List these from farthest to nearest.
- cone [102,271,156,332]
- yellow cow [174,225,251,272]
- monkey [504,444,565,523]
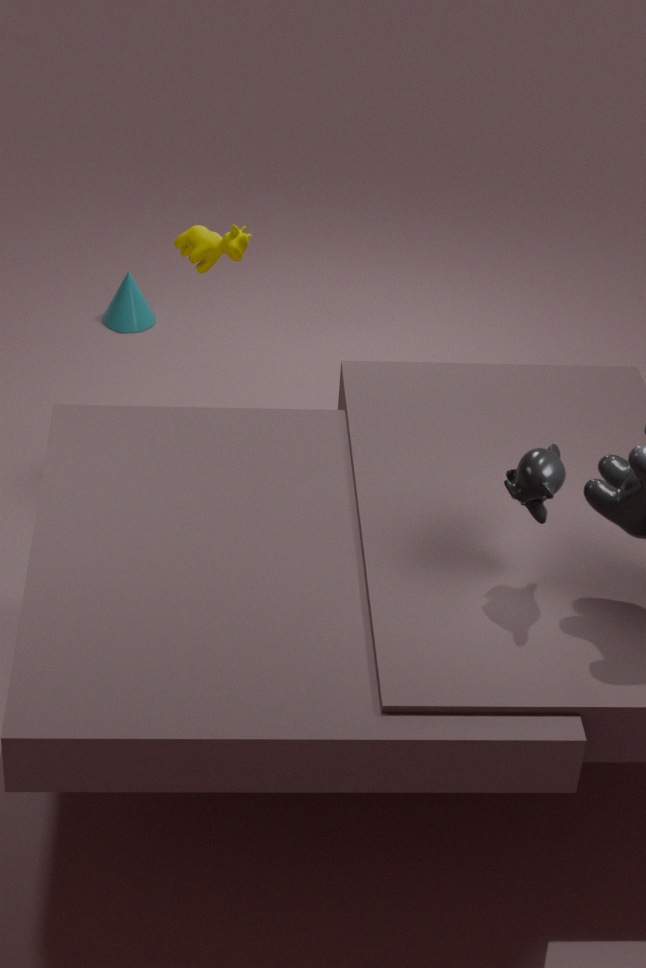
cone [102,271,156,332]
yellow cow [174,225,251,272]
monkey [504,444,565,523]
